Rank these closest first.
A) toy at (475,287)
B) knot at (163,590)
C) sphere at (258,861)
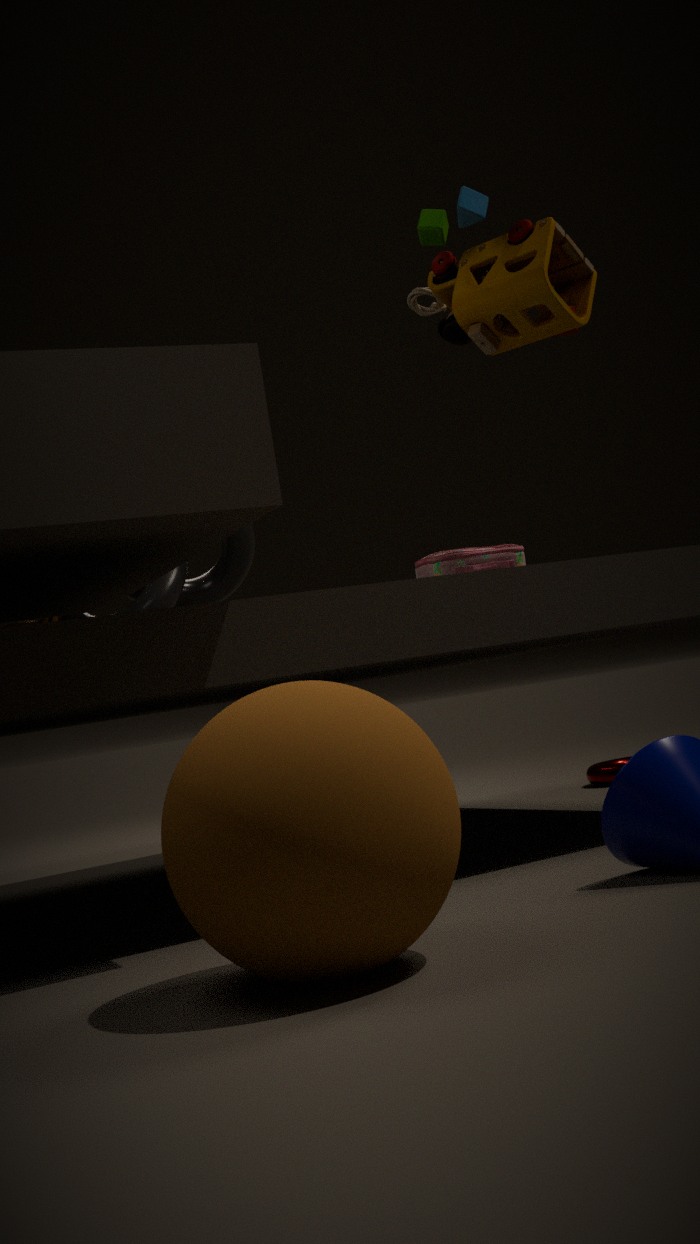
sphere at (258,861), toy at (475,287), knot at (163,590)
